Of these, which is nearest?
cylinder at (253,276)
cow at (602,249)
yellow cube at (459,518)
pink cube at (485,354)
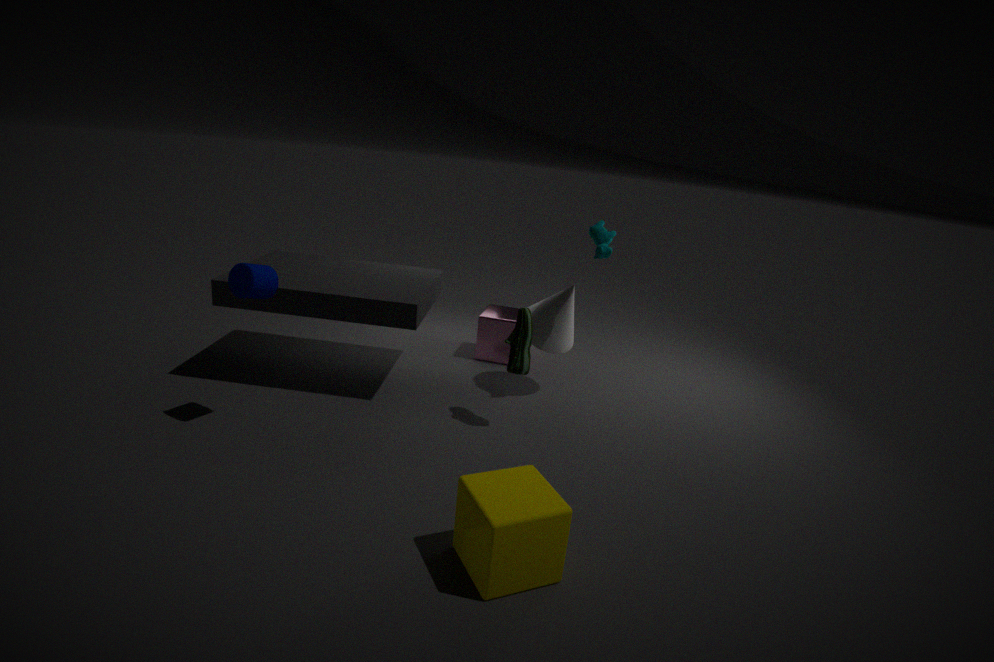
yellow cube at (459,518)
